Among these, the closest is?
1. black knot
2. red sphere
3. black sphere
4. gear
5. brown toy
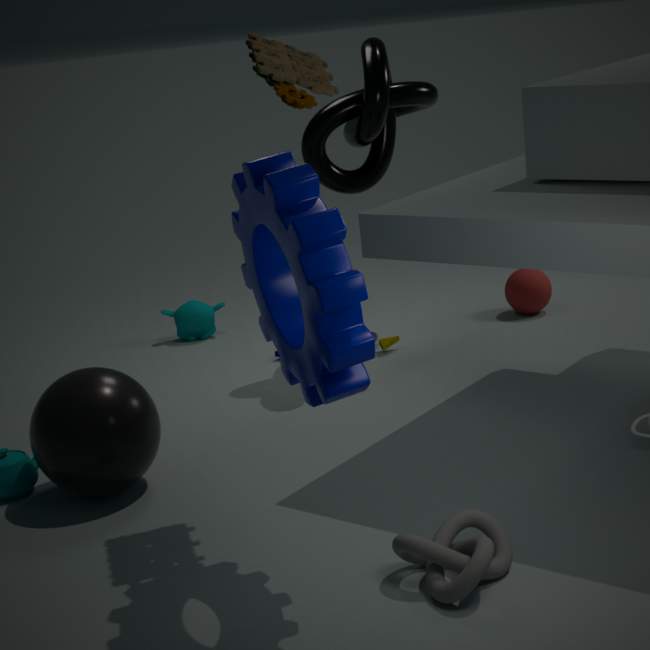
gear
